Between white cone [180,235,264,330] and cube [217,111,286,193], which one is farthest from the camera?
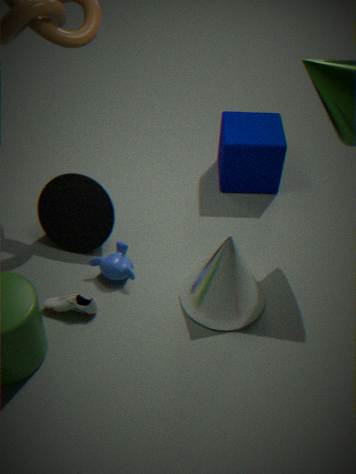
cube [217,111,286,193]
